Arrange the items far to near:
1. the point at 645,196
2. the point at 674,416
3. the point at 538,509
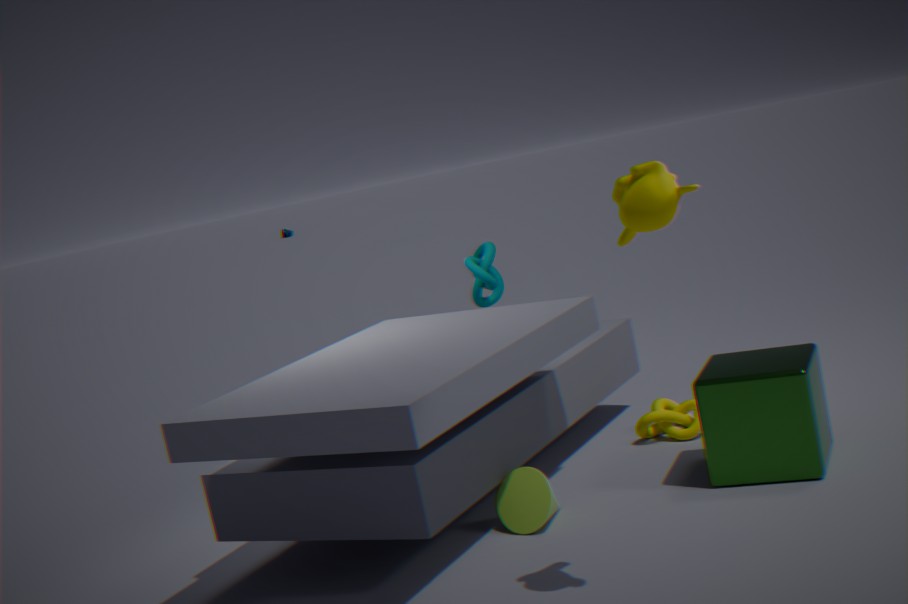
the point at 674,416
the point at 538,509
the point at 645,196
